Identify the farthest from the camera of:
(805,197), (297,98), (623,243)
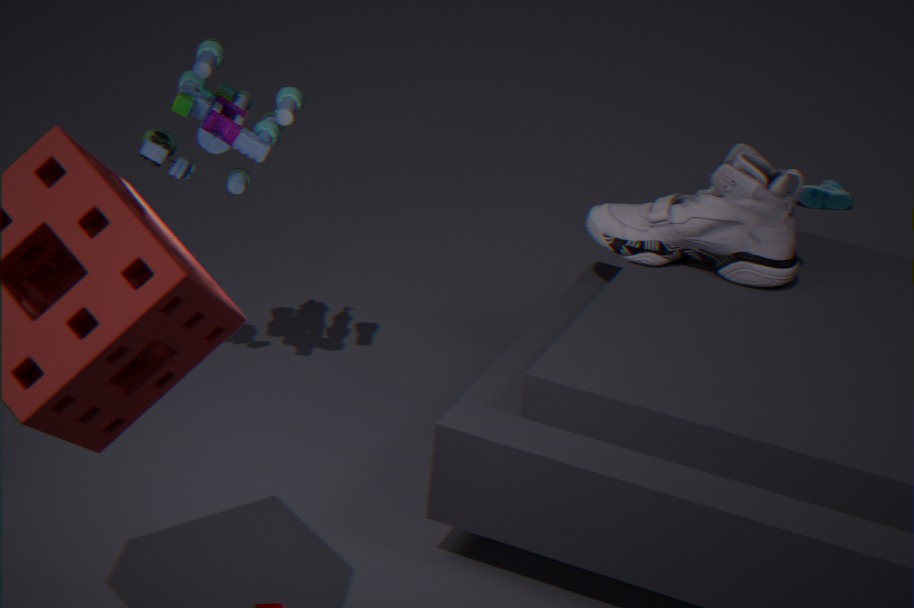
(805,197)
